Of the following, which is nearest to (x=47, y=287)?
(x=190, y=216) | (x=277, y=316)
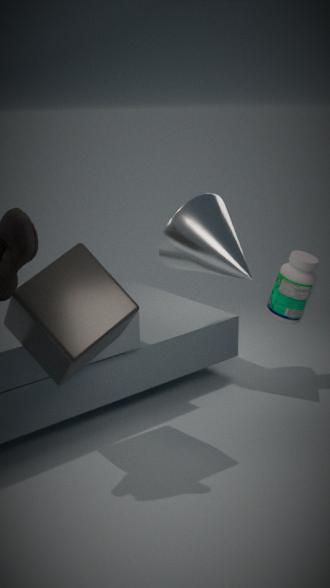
(x=190, y=216)
